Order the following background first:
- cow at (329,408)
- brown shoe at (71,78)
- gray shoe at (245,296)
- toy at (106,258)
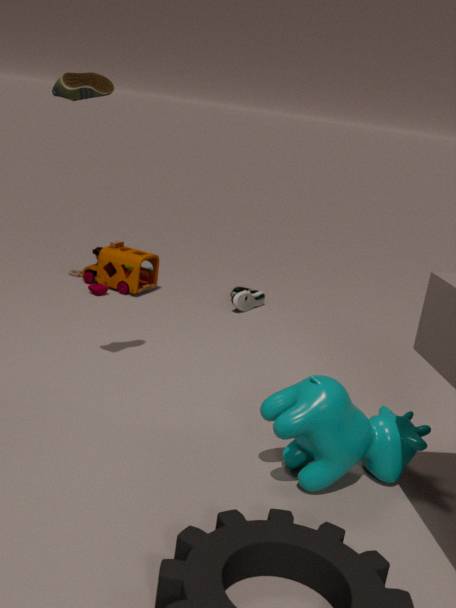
toy at (106,258), gray shoe at (245,296), brown shoe at (71,78), cow at (329,408)
